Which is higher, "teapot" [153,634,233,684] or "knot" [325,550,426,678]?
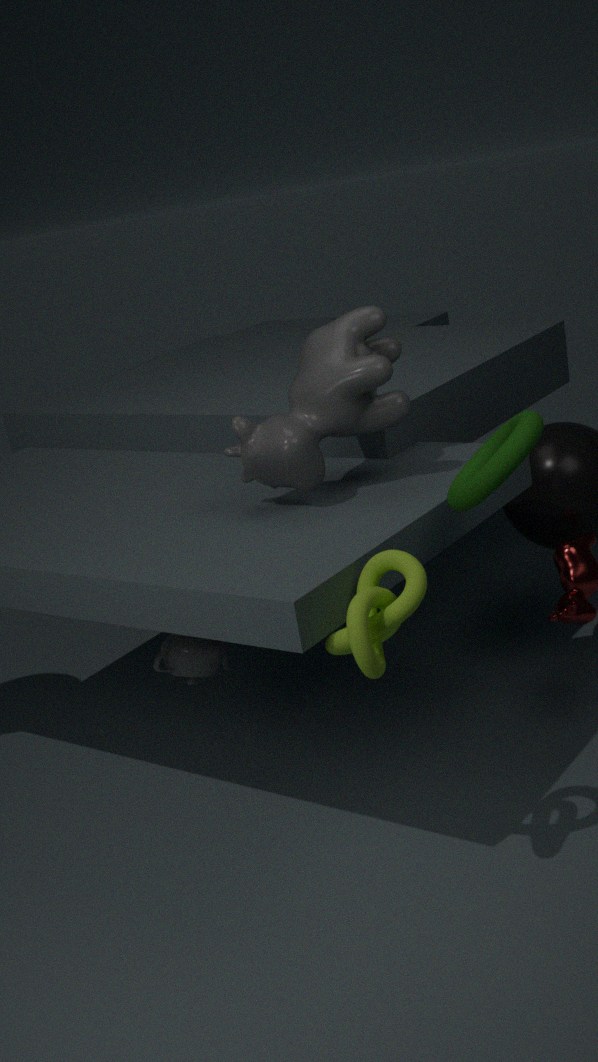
"knot" [325,550,426,678]
